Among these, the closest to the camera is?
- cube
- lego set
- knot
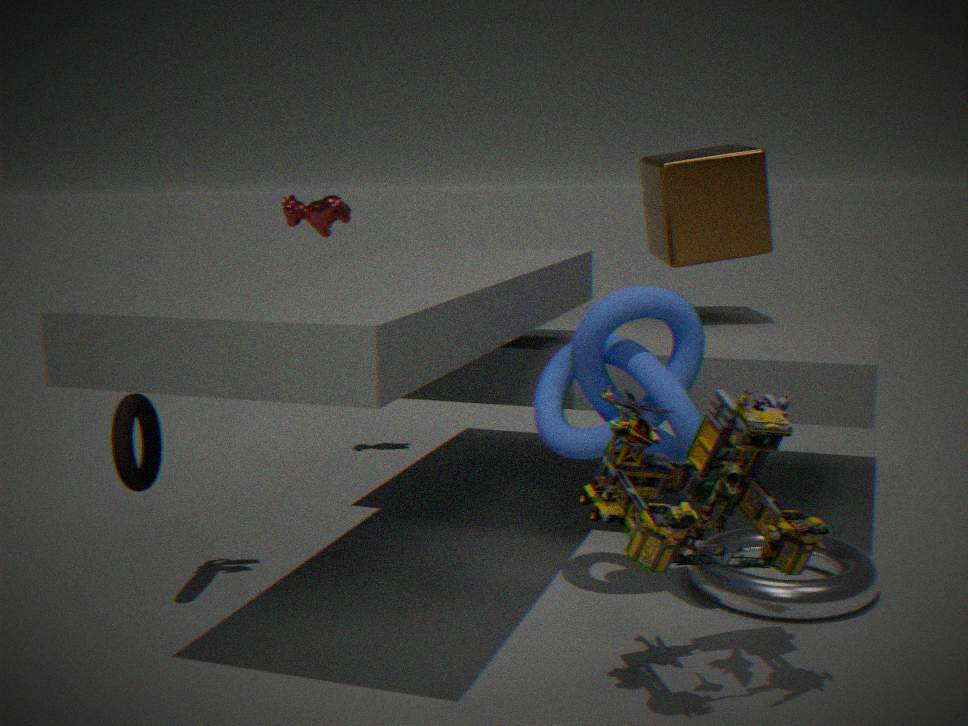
lego set
